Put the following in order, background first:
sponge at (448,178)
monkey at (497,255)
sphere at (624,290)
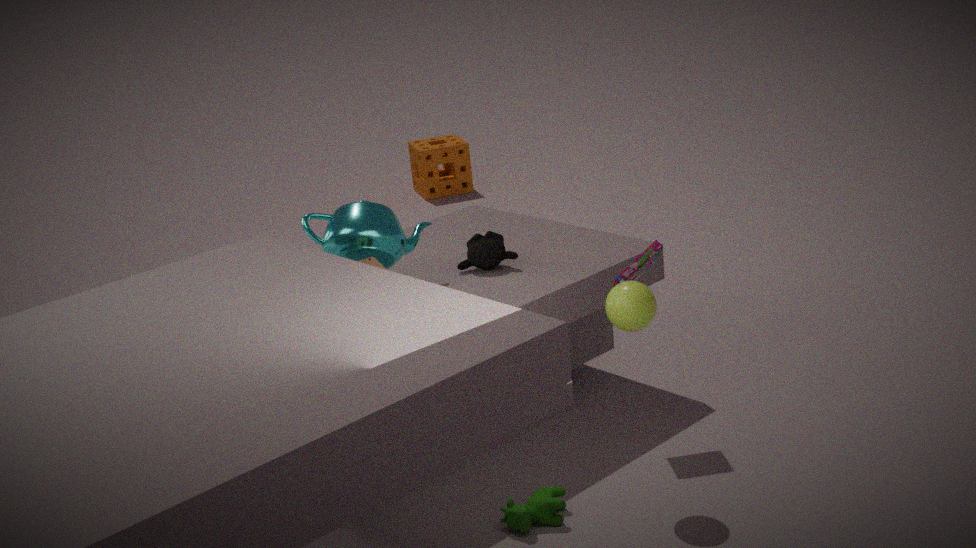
sponge at (448,178)
monkey at (497,255)
sphere at (624,290)
